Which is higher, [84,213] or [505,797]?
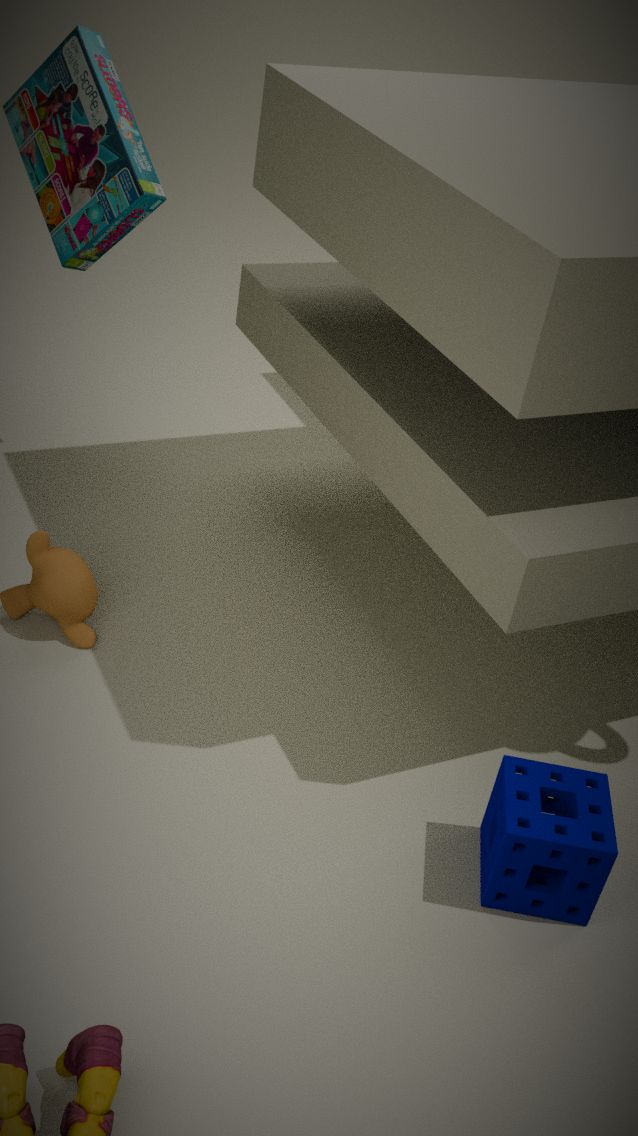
[84,213]
